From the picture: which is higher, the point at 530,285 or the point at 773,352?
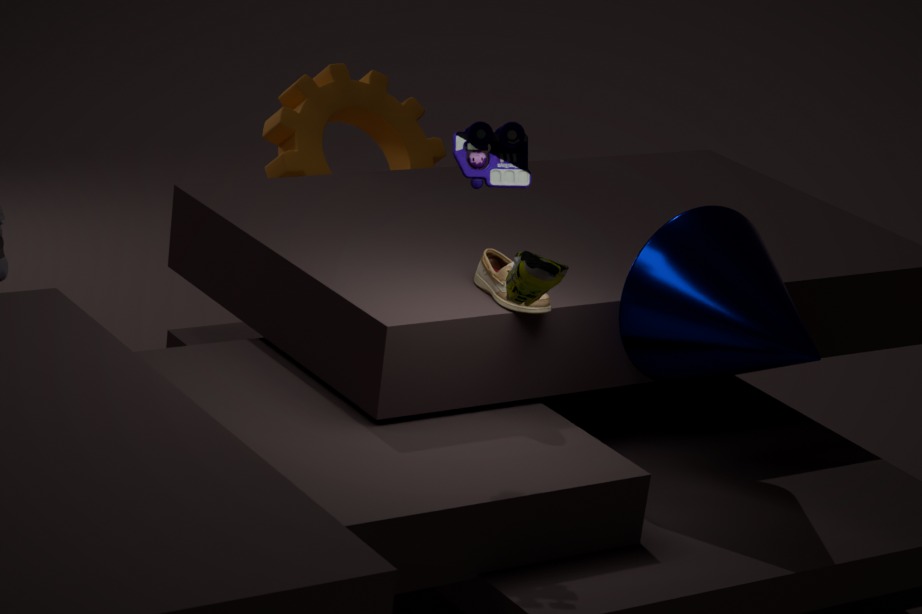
the point at 530,285
